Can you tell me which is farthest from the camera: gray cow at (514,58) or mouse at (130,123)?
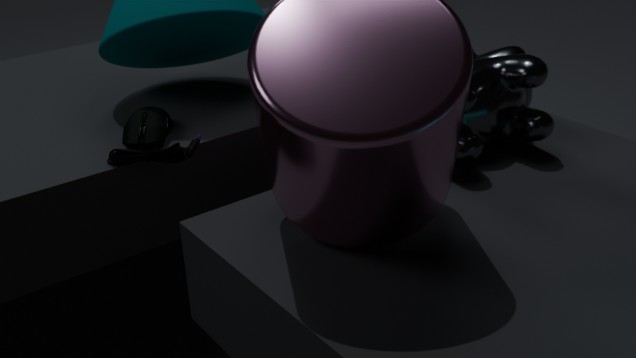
gray cow at (514,58)
